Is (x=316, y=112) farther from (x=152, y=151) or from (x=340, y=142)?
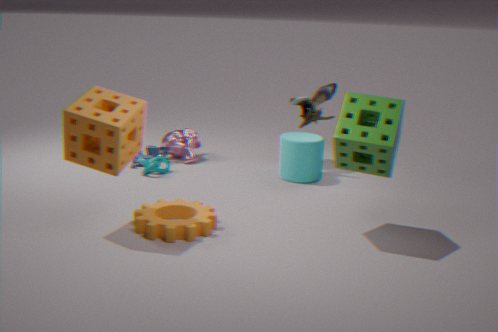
(x=340, y=142)
